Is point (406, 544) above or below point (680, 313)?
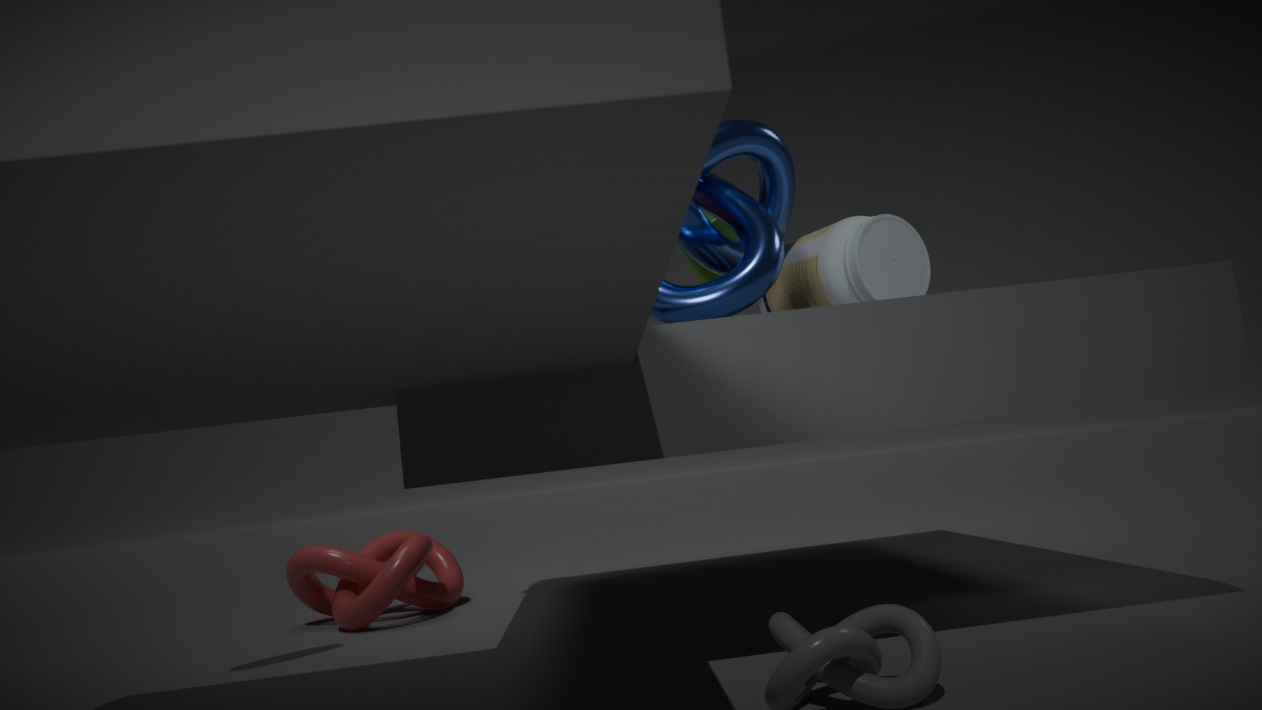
below
